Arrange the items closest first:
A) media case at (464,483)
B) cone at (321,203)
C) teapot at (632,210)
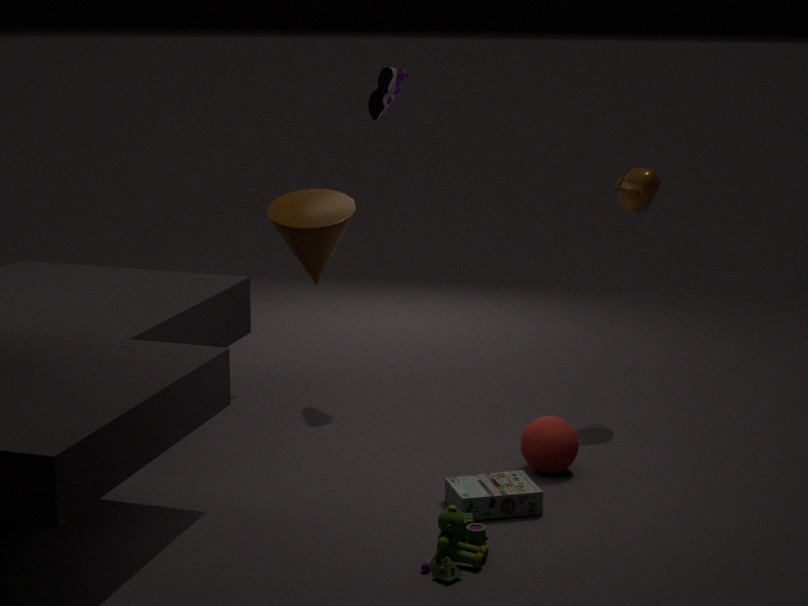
cone at (321,203) → media case at (464,483) → teapot at (632,210)
